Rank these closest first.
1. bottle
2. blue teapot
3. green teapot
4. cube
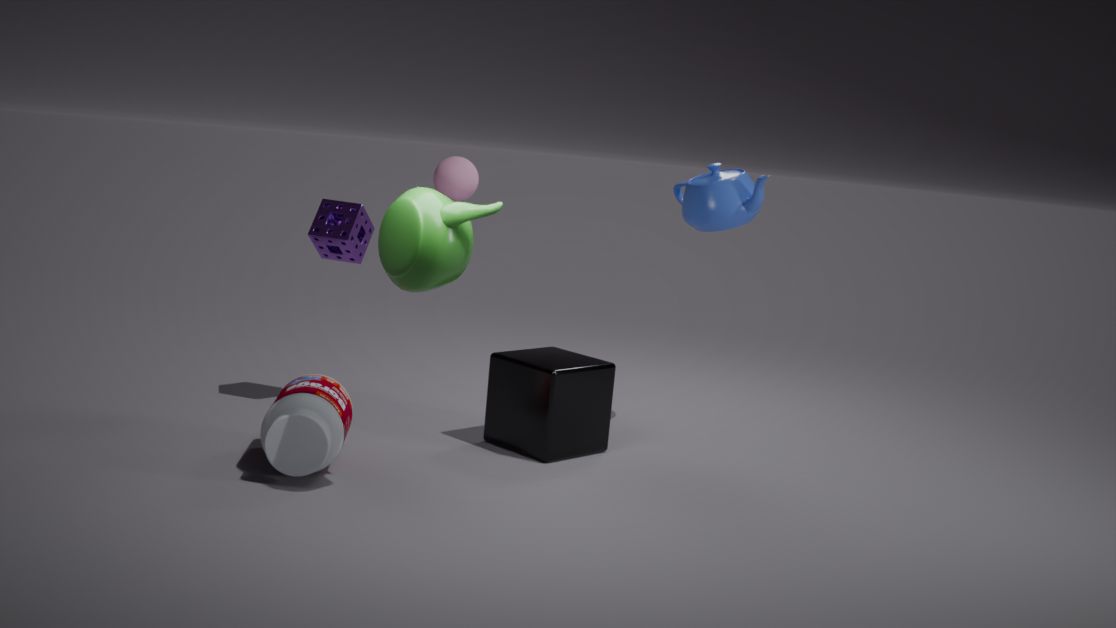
green teapot < bottle < cube < blue teapot
